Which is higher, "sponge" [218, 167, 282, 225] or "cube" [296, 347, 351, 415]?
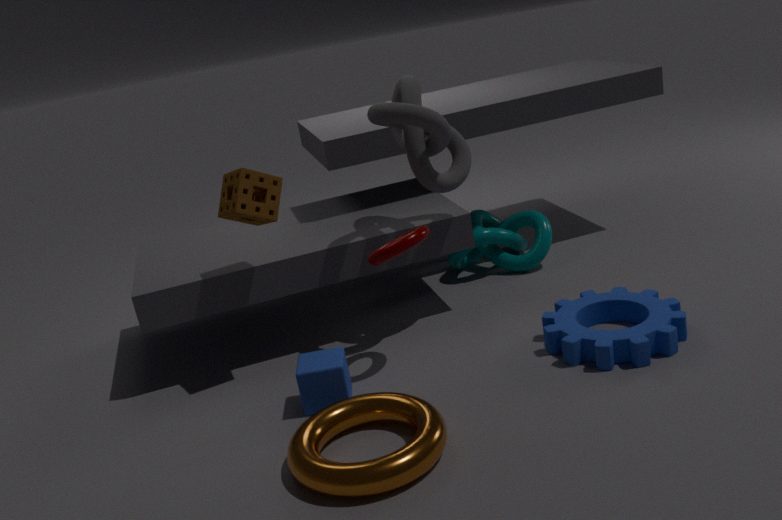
"sponge" [218, 167, 282, 225]
